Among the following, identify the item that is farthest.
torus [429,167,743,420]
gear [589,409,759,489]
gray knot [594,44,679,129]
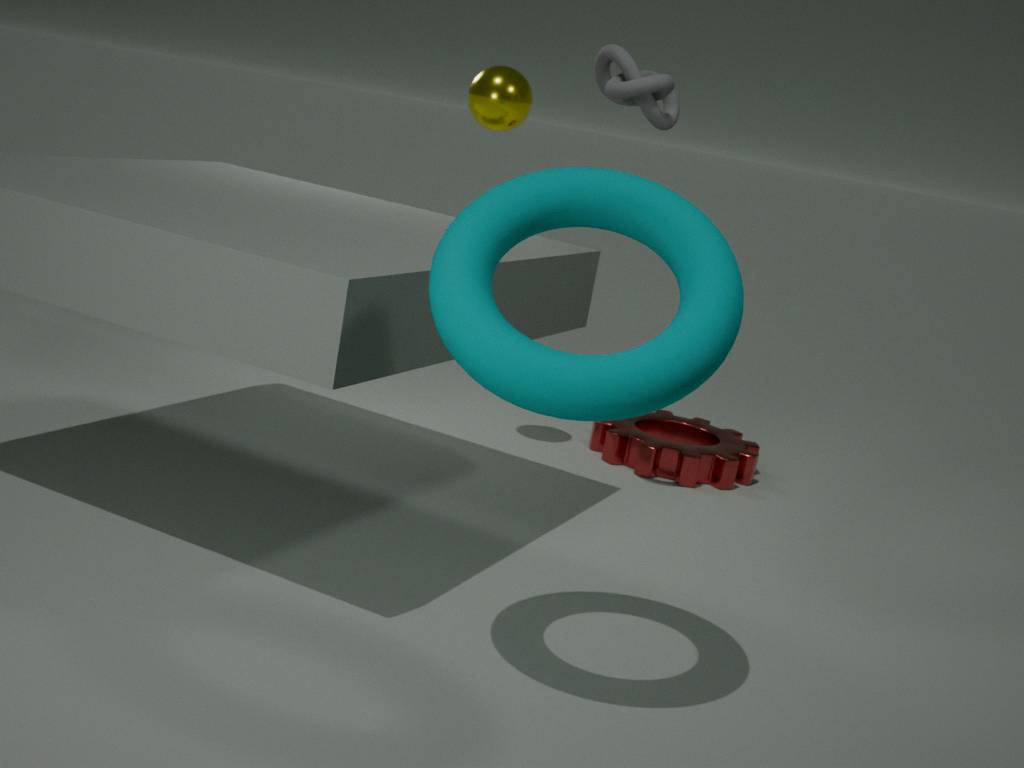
gear [589,409,759,489]
